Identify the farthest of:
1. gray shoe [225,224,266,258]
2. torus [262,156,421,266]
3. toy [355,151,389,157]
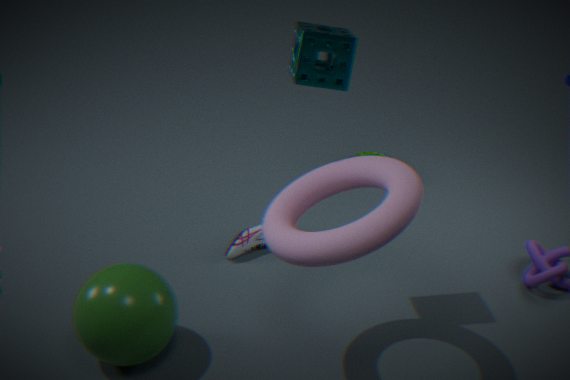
toy [355,151,389,157]
